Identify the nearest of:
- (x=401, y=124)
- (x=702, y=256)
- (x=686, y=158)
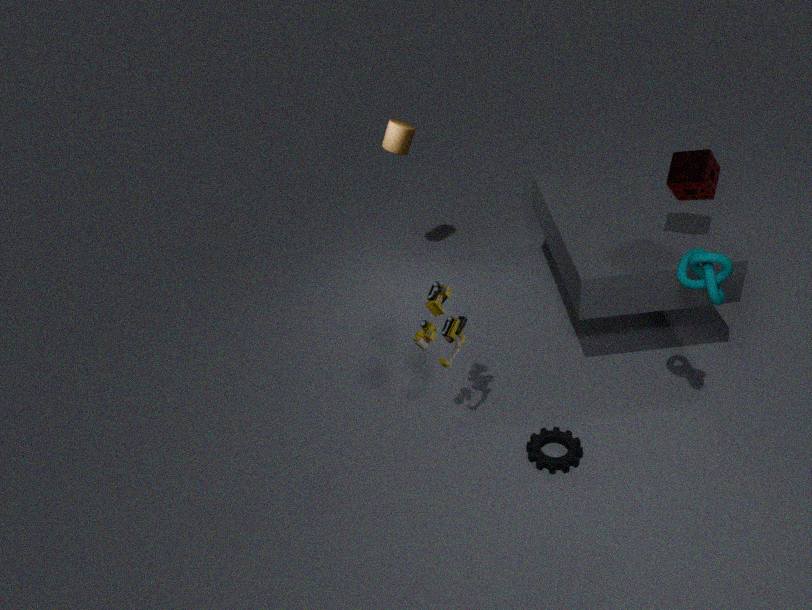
(x=702, y=256)
